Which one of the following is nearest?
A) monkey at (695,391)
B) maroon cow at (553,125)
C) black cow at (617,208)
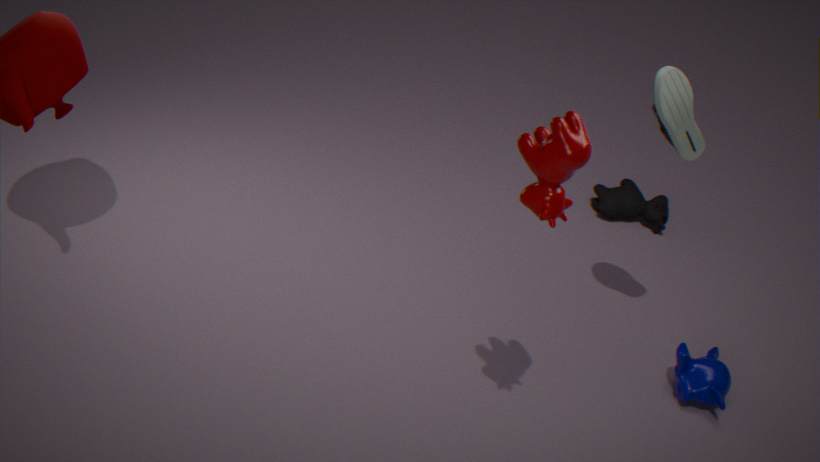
maroon cow at (553,125)
